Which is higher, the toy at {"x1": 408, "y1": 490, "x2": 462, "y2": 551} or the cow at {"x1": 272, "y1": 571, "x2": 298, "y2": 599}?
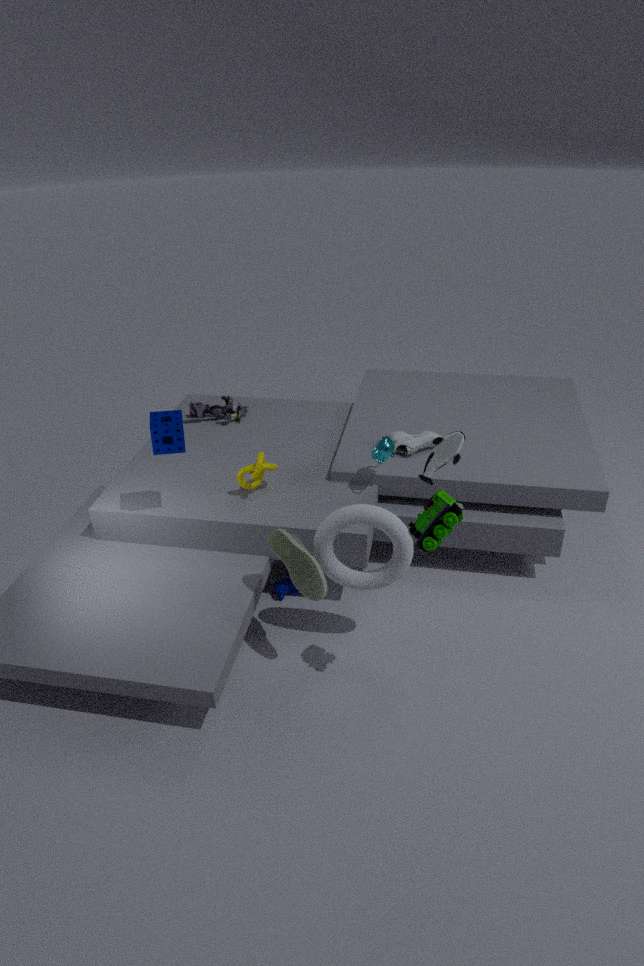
the toy at {"x1": 408, "y1": 490, "x2": 462, "y2": 551}
